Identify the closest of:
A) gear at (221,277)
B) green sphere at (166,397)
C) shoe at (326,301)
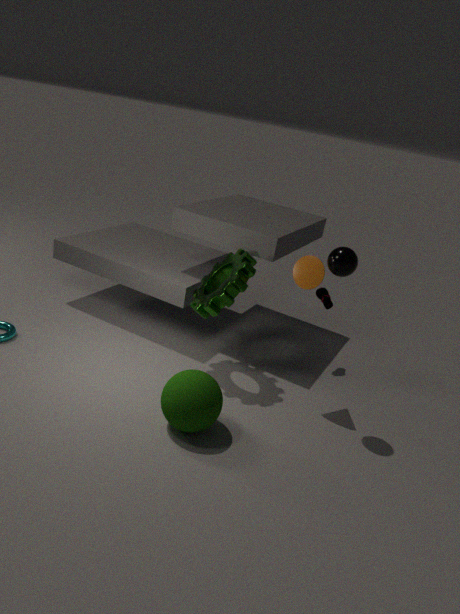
green sphere at (166,397)
